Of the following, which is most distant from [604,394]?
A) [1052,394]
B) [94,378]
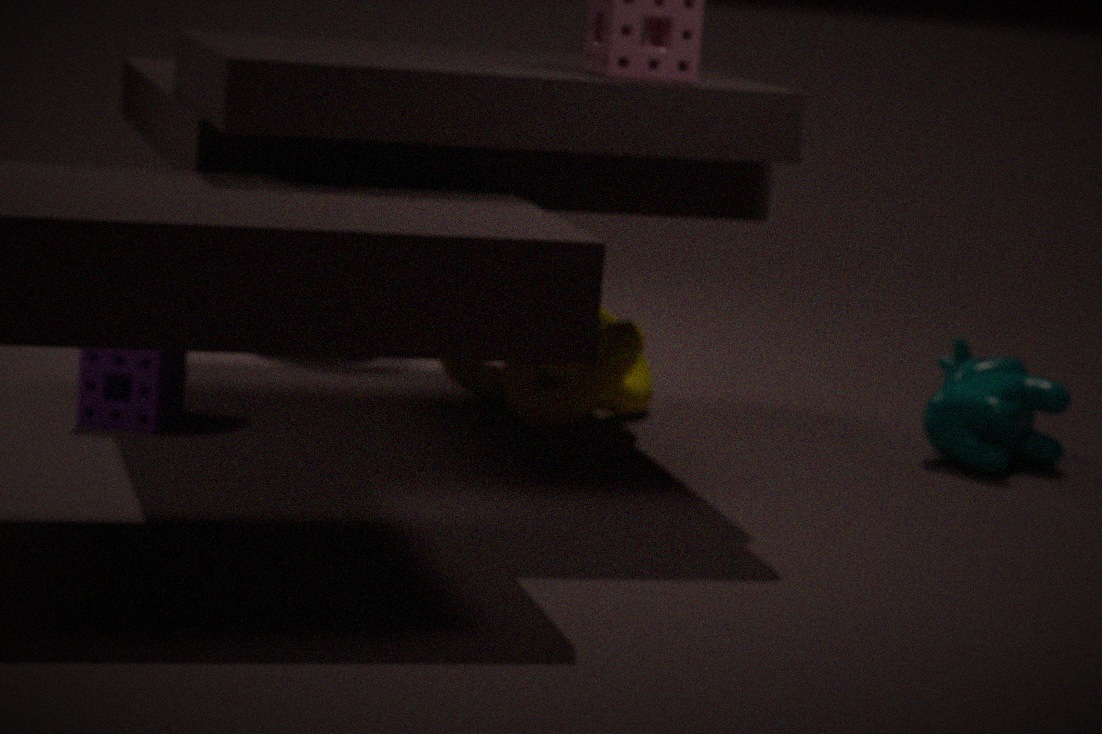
[94,378]
